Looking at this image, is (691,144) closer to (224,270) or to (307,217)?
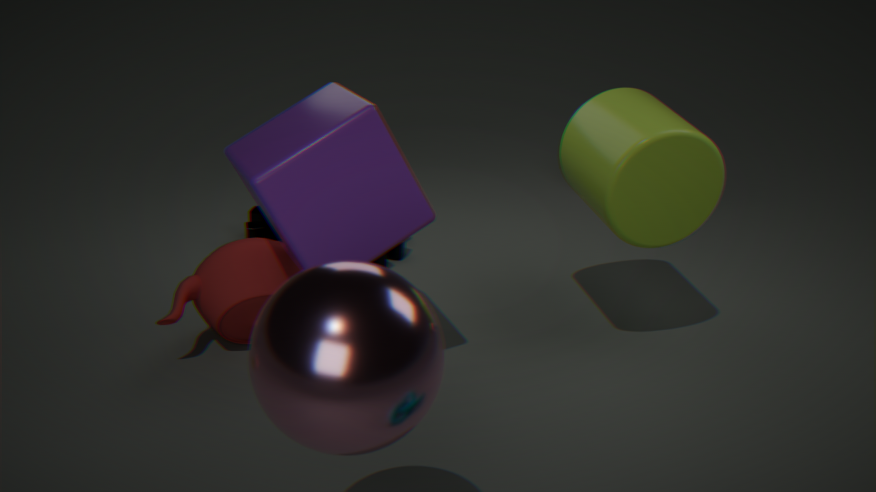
(307,217)
